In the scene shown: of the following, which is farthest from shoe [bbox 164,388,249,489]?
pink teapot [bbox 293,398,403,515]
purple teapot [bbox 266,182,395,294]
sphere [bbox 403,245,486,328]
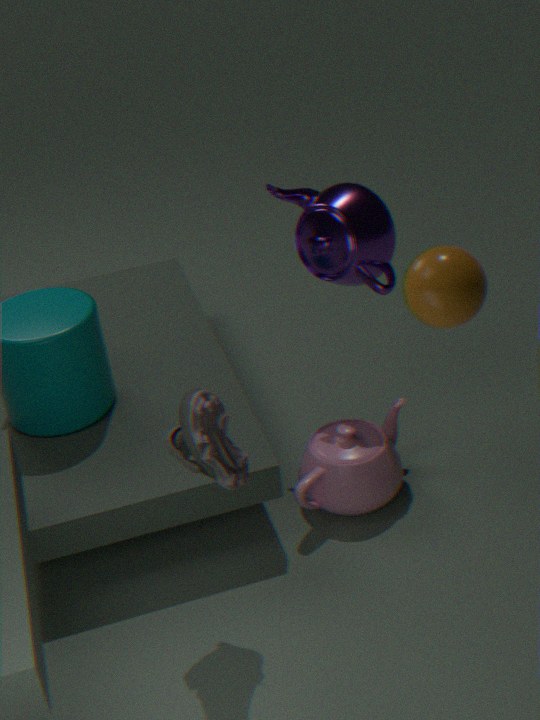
purple teapot [bbox 266,182,395,294]
